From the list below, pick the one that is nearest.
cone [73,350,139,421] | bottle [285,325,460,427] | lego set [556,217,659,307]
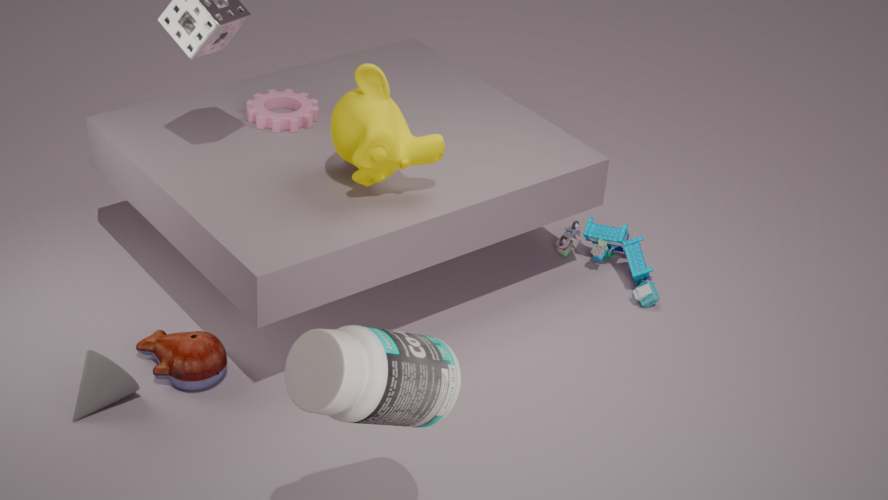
bottle [285,325,460,427]
